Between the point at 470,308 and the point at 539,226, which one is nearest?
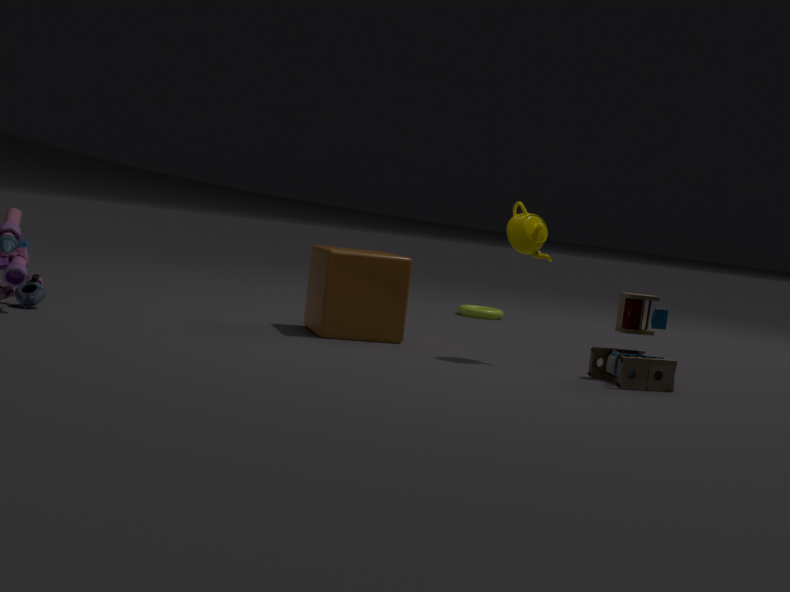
the point at 539,226
